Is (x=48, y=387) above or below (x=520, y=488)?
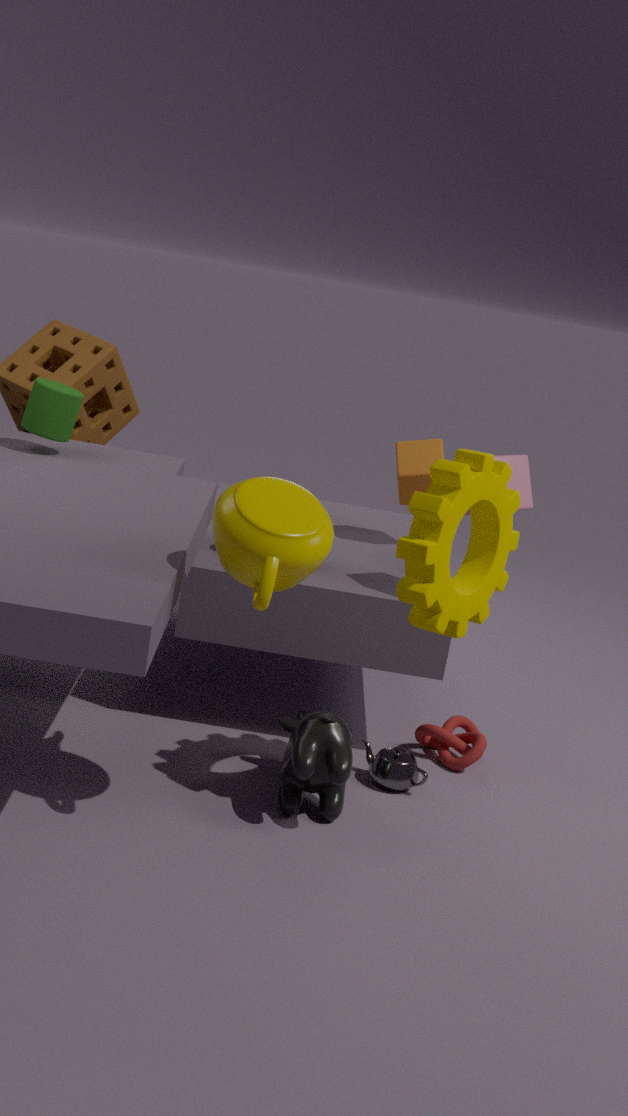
below
